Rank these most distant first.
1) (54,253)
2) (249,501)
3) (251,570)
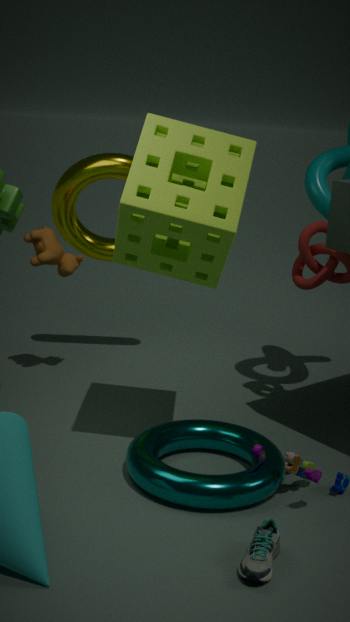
1. 1. (54,253)
2. 2. (249,501)
3. 3. (251,570)
